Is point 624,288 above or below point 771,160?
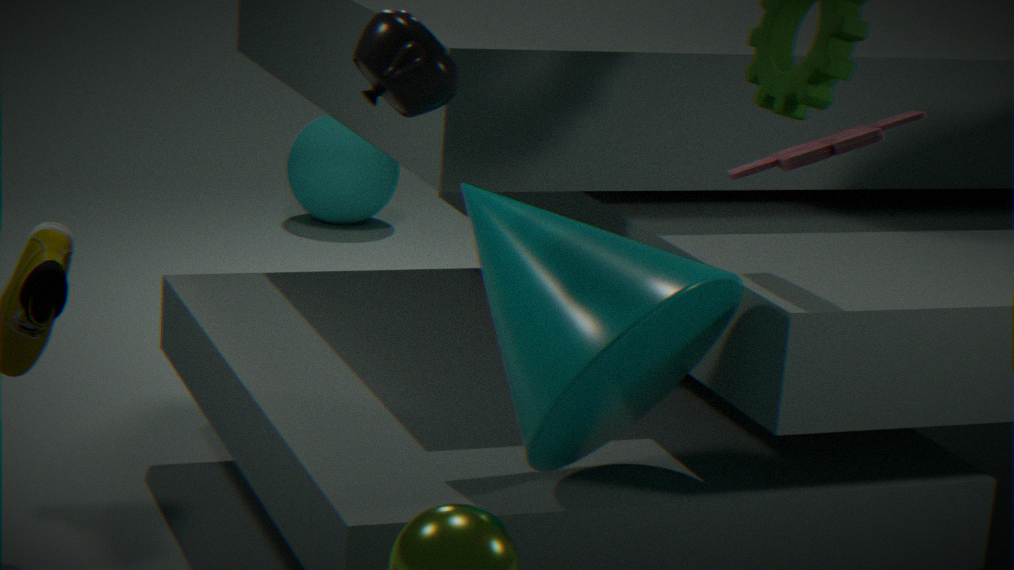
below
